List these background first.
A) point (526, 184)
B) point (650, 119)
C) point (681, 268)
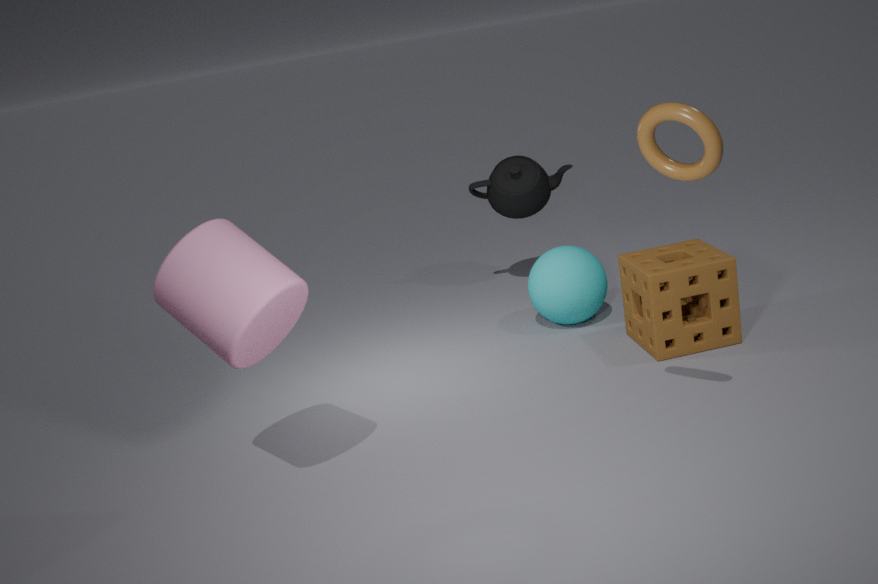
point (526, 184)
point (681, 268)
point (650, 119)
